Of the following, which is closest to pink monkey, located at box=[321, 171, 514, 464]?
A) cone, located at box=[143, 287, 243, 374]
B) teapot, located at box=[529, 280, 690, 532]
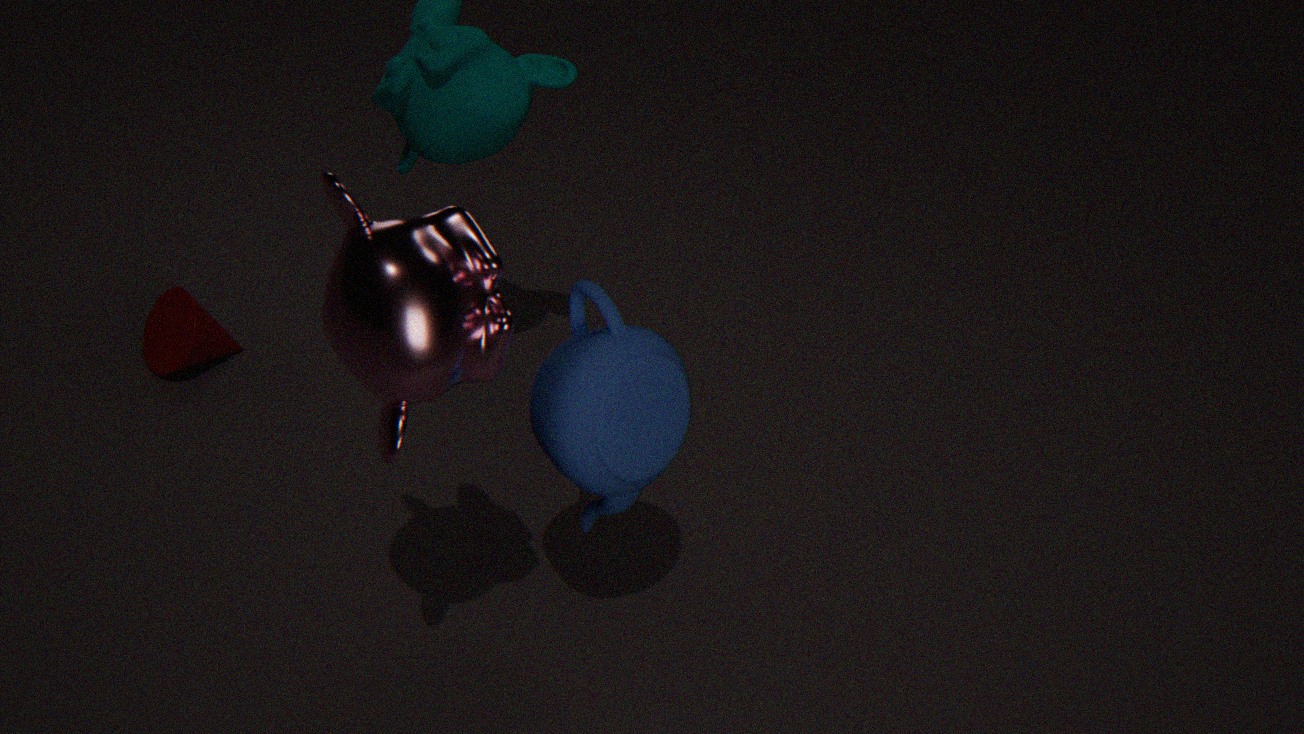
teapot, located at box=[529, 280, 690, 532]
